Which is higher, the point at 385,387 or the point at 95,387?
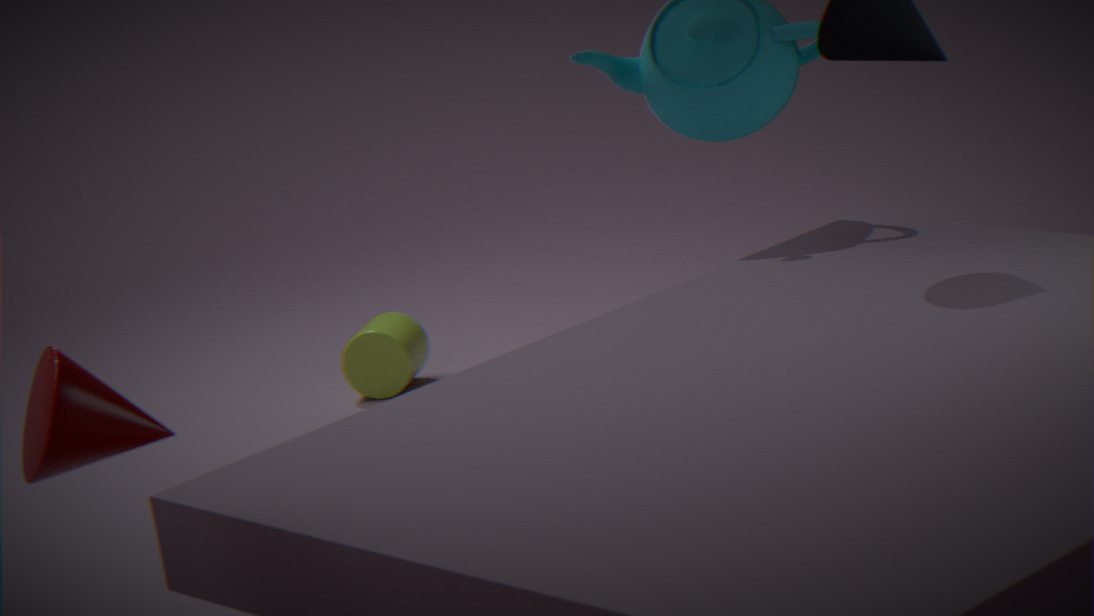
the point at 95,387
